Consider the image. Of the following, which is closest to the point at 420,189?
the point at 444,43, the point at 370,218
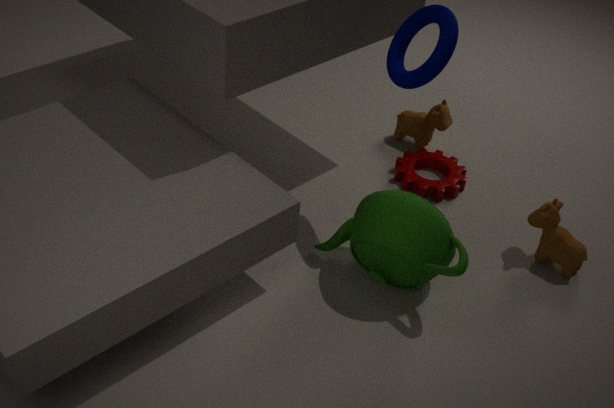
the point at 370,218
